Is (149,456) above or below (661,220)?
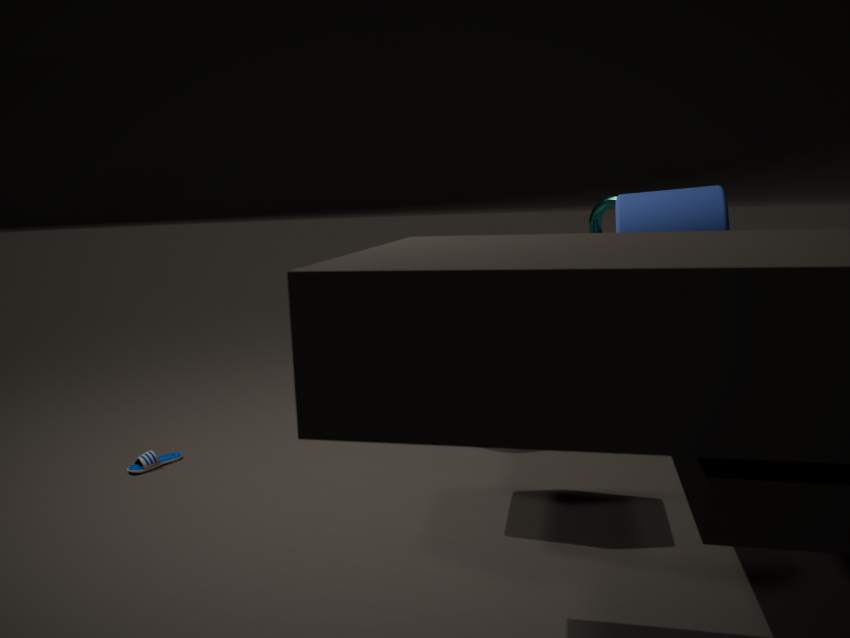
below
